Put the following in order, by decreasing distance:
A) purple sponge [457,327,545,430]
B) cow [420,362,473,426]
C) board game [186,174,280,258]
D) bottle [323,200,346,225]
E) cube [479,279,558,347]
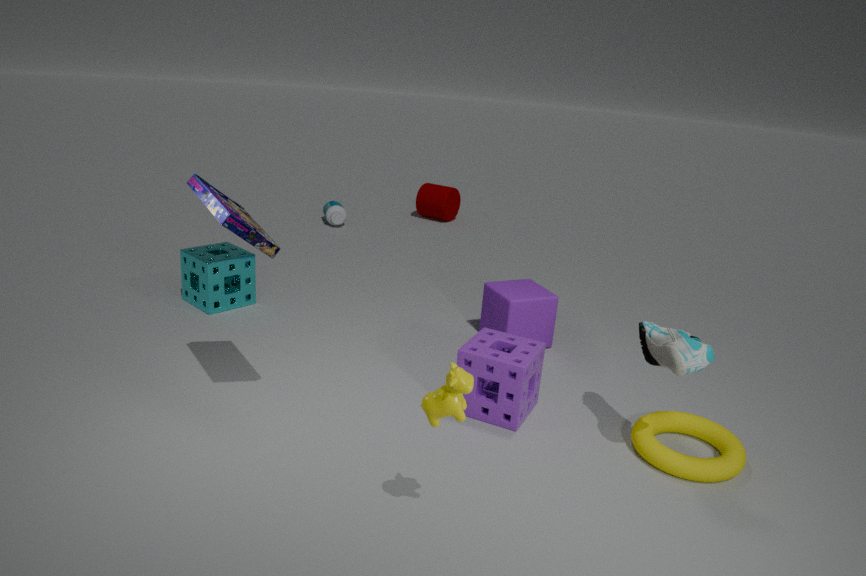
bottle [323,200,346,225] → cube [479,279,558,347] → purple sponge [457,327,545,430] → board game [186,174,280,258] → cow [420,362,473,426]
